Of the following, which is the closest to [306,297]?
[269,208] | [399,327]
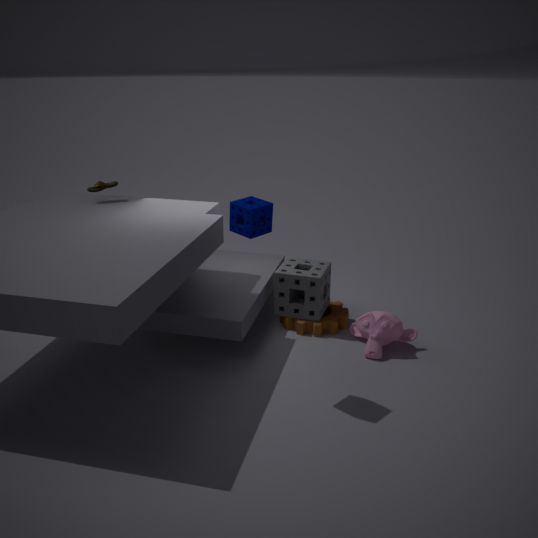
[399,327]
